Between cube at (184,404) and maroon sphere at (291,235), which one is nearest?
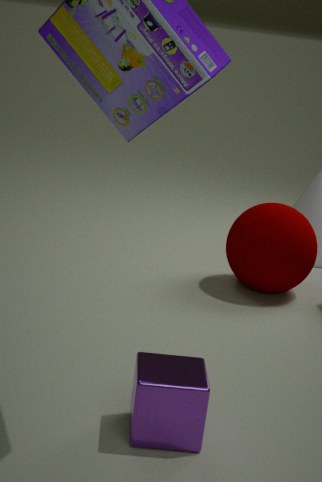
cube at (184,404)
